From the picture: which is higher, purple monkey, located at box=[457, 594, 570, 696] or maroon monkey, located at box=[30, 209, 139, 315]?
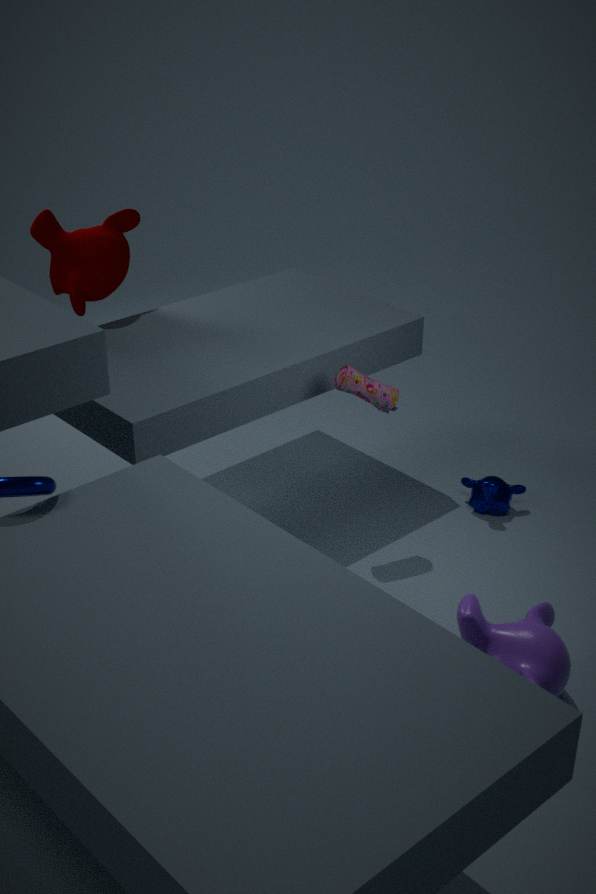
maroon monkey, located at box=[30, 209, 139, 315]
